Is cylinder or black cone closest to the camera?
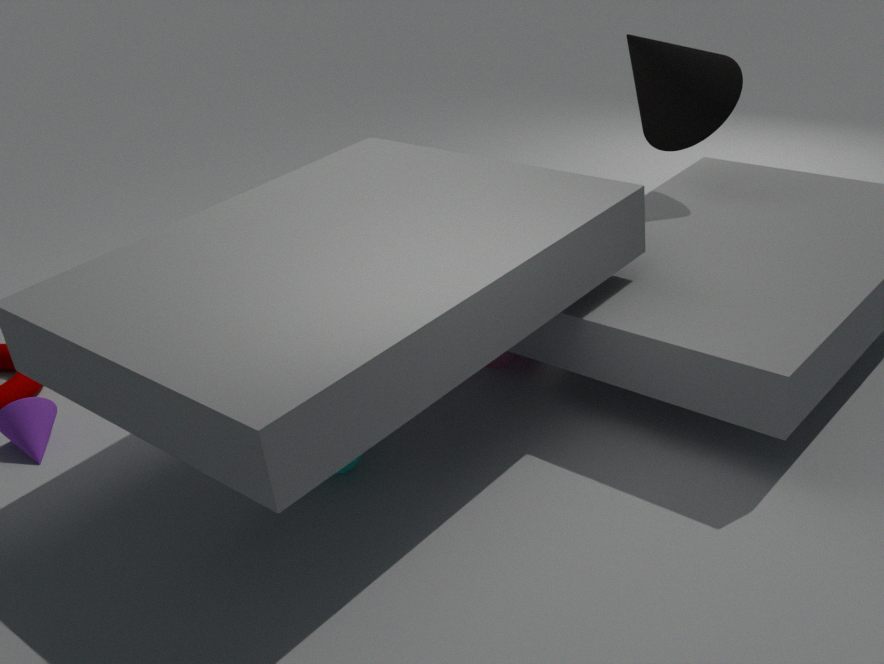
cylinder
